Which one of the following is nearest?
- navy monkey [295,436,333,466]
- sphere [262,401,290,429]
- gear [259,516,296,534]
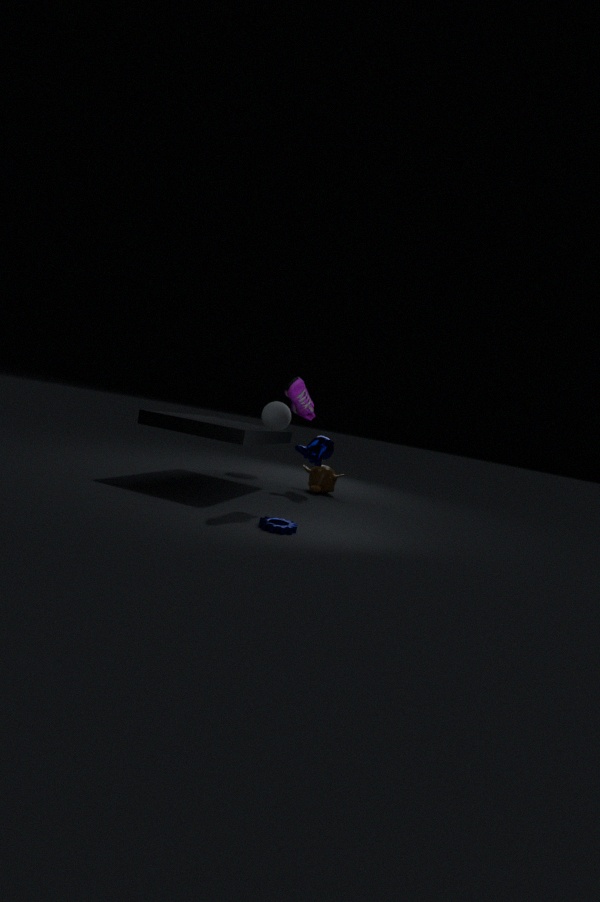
gear [259,516,296,534]
